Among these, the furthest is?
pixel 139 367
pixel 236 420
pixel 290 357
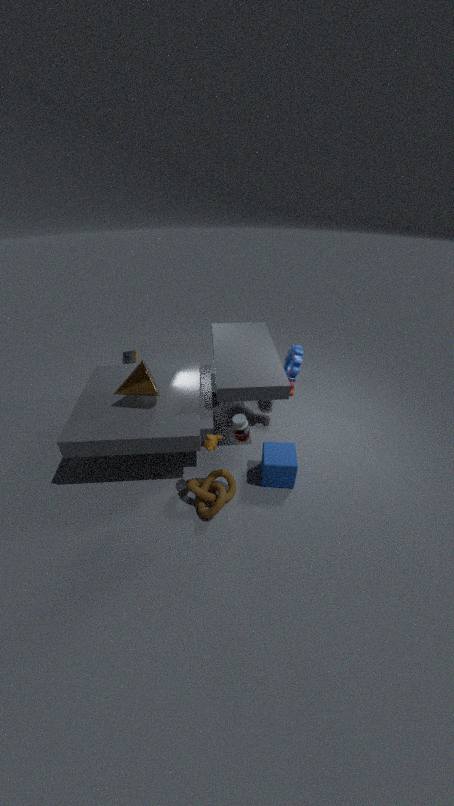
pixel 290 357
